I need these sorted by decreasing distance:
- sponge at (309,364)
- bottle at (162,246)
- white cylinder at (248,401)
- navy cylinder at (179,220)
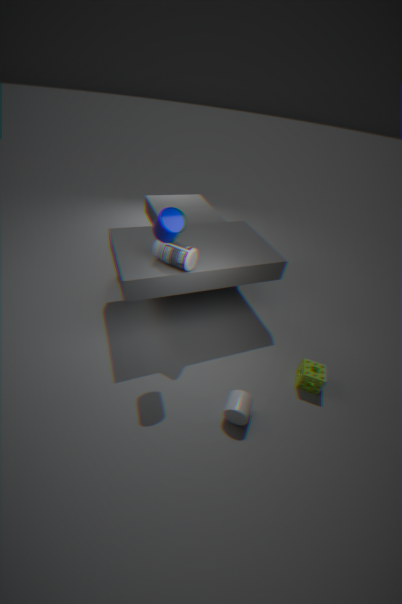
sponge at (309,364), bottle at (162,246), white cylinder at (248,401), navy cylinder at (179,220)
